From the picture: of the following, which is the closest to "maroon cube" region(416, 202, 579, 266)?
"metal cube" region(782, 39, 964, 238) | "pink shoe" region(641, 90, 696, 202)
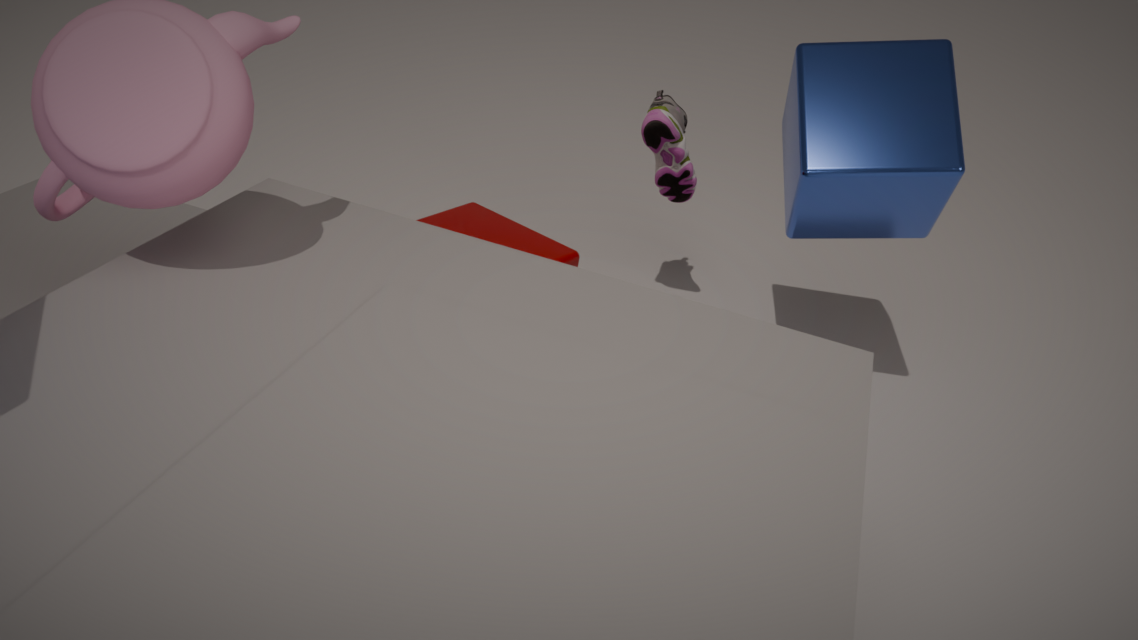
"pink shoe" region(641, 90, 696, 202)
